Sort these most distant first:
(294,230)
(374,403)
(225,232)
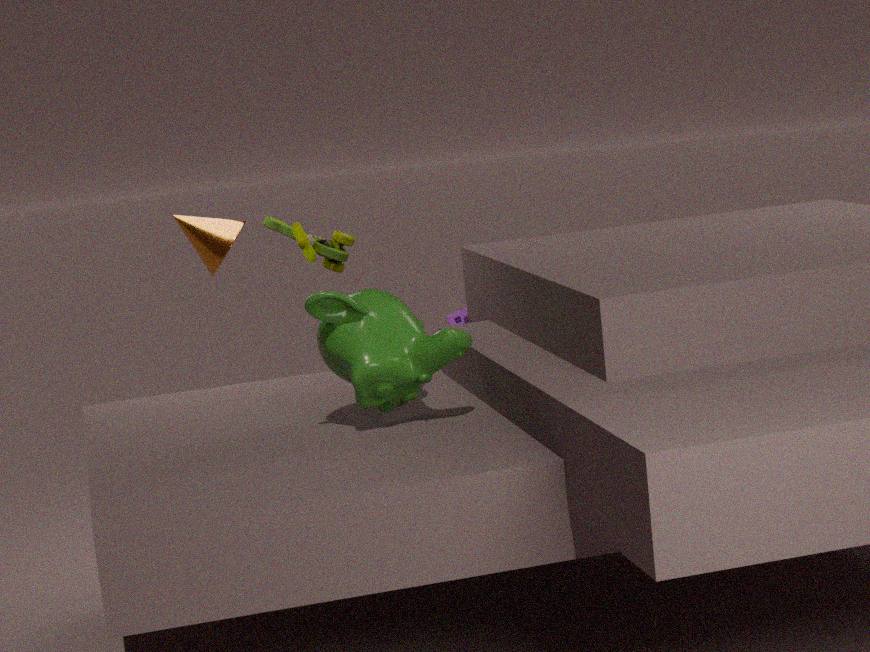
(225,232) < (294,230) < (374,403)
